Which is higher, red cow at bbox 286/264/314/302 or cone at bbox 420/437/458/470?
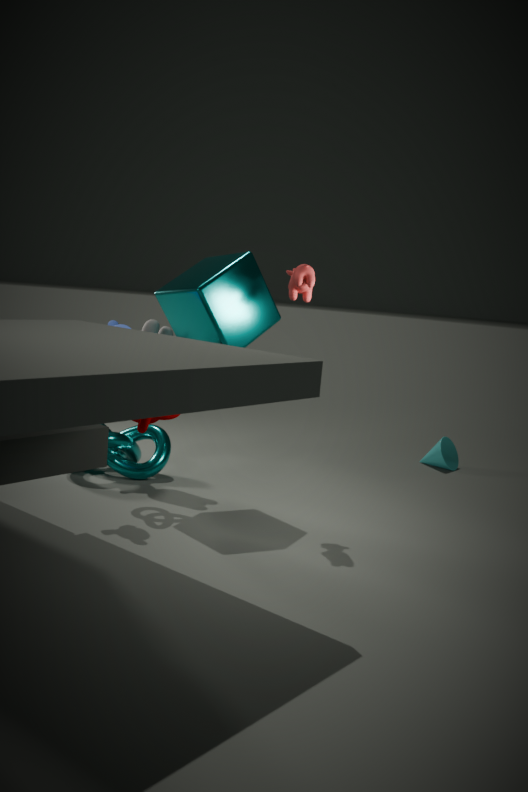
red cow at bbox 286/264/314/302
